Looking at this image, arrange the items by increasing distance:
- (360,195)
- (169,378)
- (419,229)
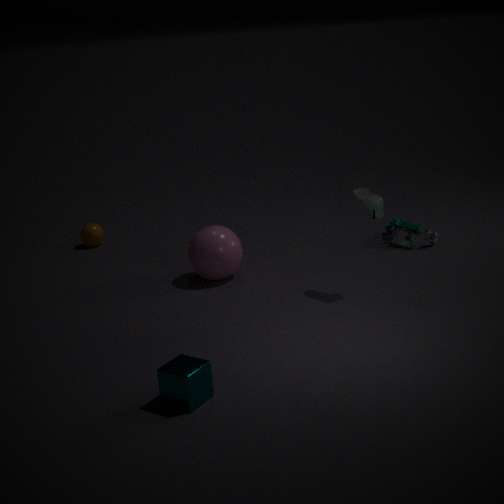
(169,378) → (360,195) → (419,229)
